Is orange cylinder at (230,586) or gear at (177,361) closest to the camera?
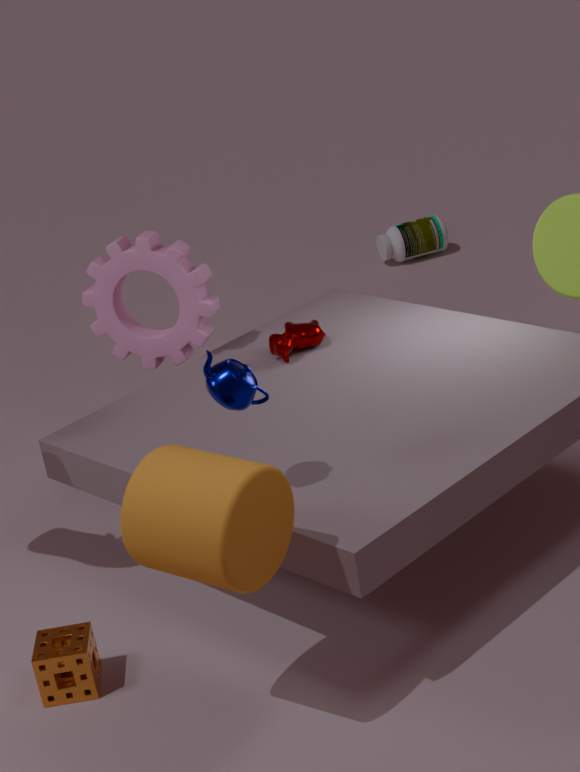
orange cylinder at (230,586)
